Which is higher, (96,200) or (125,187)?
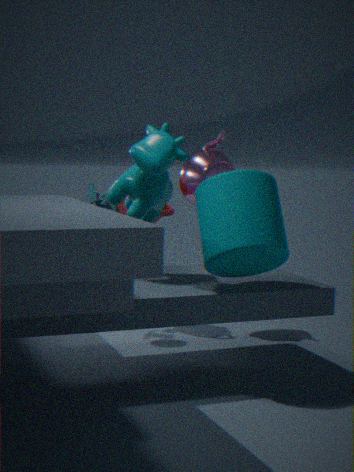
(125,187)
